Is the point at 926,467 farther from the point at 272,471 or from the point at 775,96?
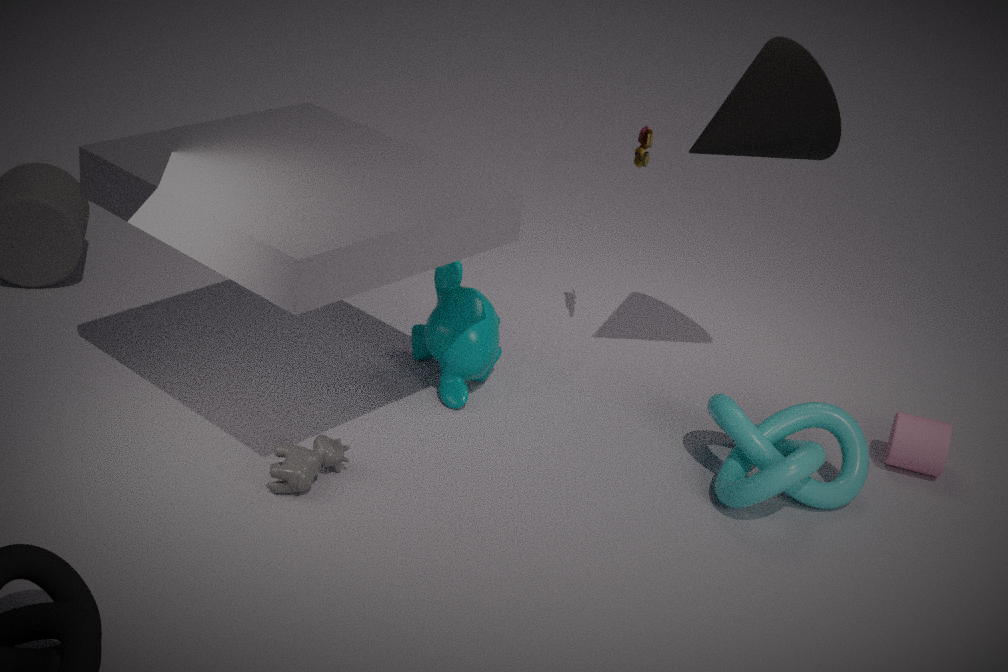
the point at 272,471
